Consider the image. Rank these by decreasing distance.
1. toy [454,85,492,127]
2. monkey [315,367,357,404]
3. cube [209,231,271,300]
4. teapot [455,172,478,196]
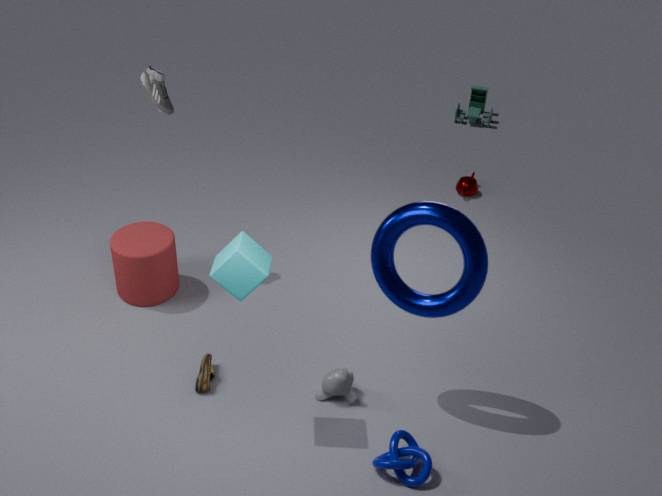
toy [454,85,492,127]
teapot [455,172,478,196]
monkey [315,367,357,404]
cube [209,231,271,300]
